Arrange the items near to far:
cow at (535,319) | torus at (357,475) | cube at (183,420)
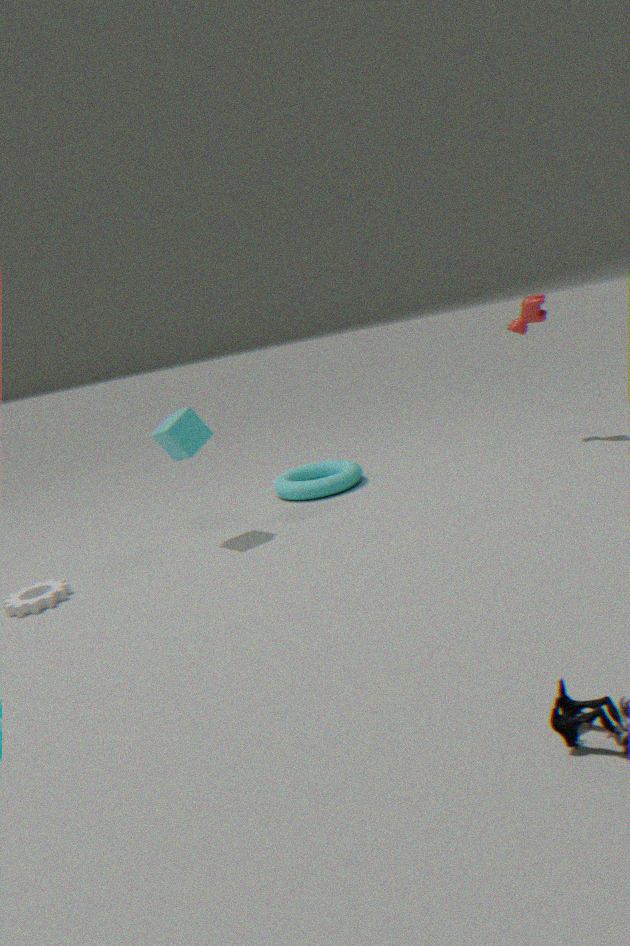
1. cube at (183,420)
2. cow at (535,319)
3. torus at (357,475)
